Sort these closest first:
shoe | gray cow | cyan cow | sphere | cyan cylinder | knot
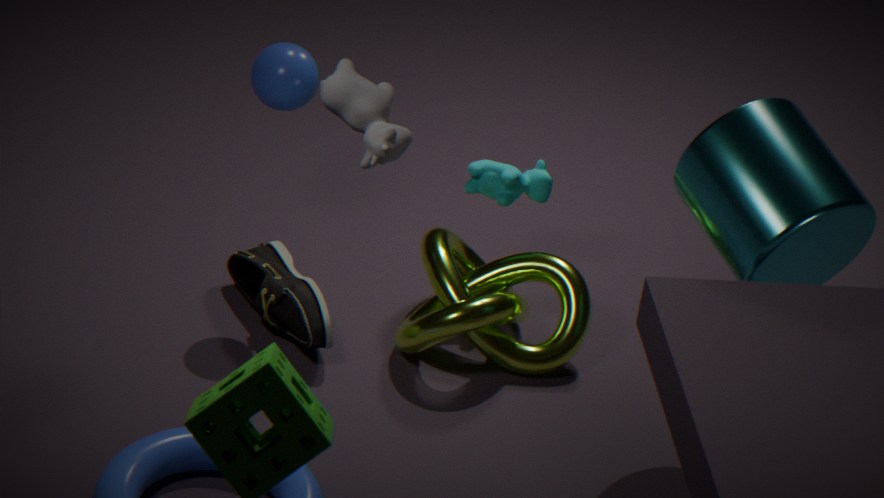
gray cow < cyan cylinder < sphere < knot < shoe < cyan cow
